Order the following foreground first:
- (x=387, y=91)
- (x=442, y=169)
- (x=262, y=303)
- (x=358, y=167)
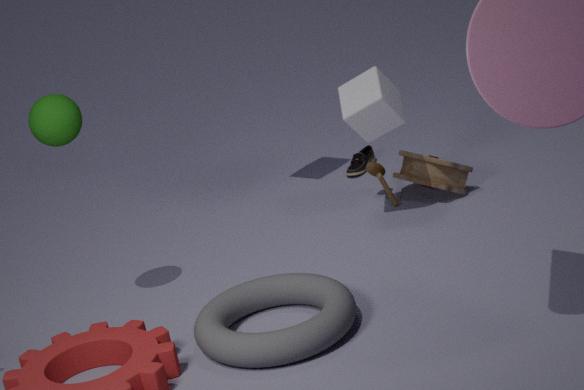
(x=262, y=303) < (x=387, y=91) < (x=442, y=169) < (x=358, y=167)
